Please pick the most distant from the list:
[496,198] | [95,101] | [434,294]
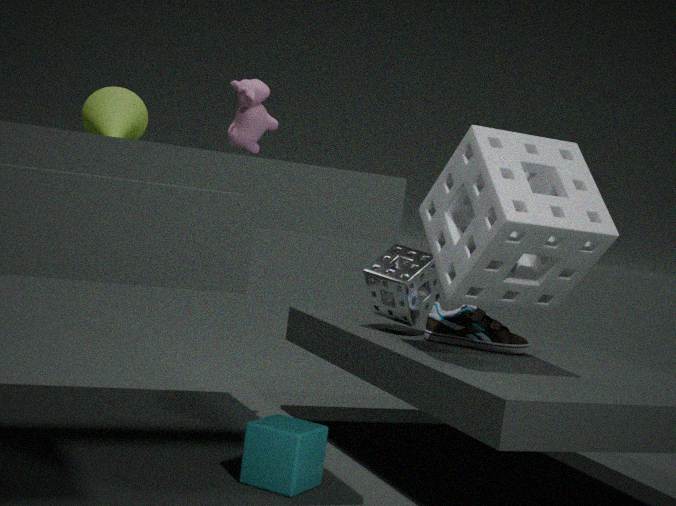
[434,294]
